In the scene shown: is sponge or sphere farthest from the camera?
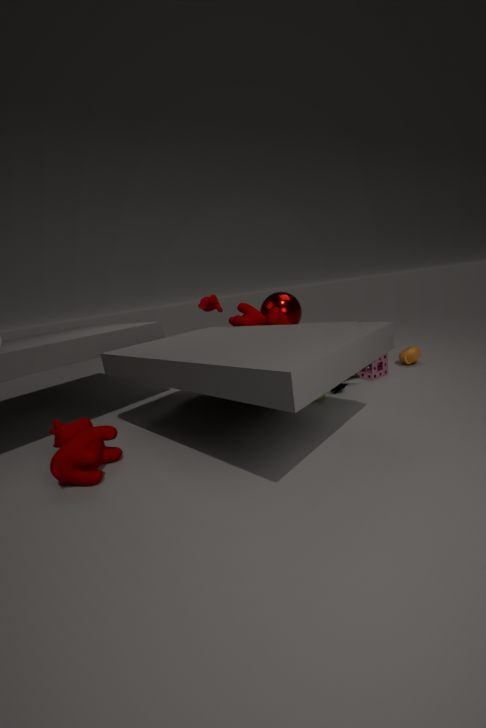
sphere
